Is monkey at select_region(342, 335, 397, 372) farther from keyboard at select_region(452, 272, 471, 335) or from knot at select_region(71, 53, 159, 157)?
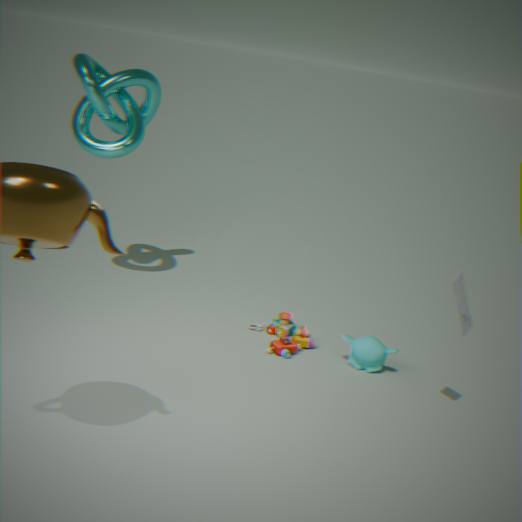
knot at select_region(71, 53, 159, 157)
